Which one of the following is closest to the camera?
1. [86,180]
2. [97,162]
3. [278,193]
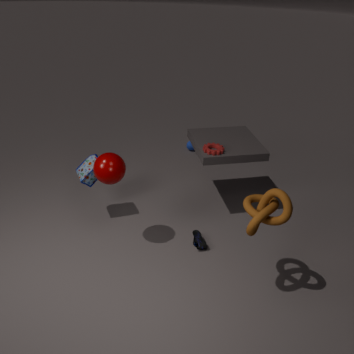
[278,193]
